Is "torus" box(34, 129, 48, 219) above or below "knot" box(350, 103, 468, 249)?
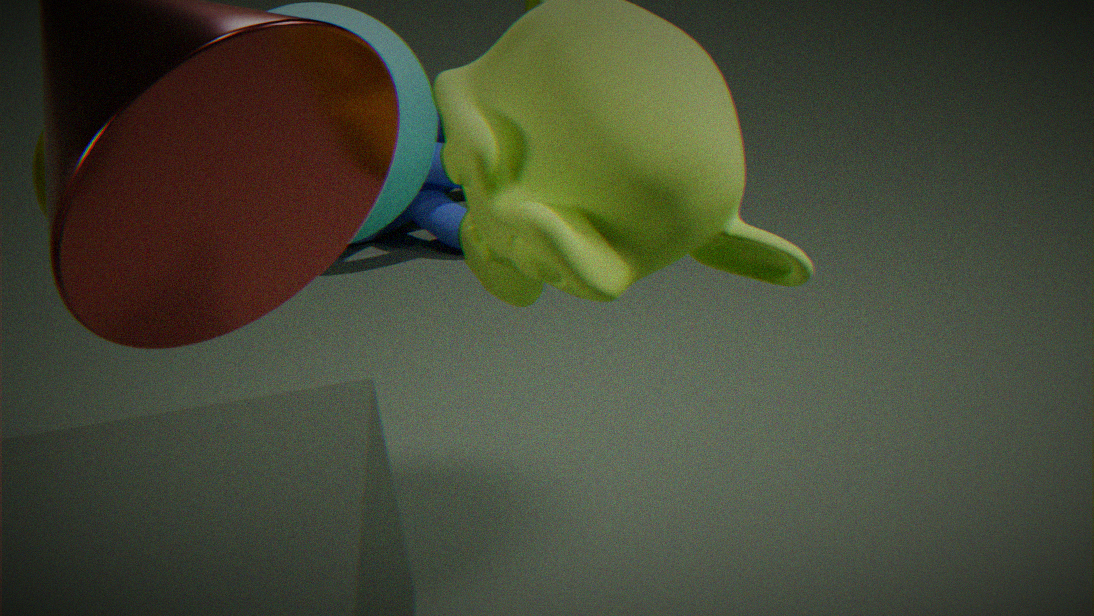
above
